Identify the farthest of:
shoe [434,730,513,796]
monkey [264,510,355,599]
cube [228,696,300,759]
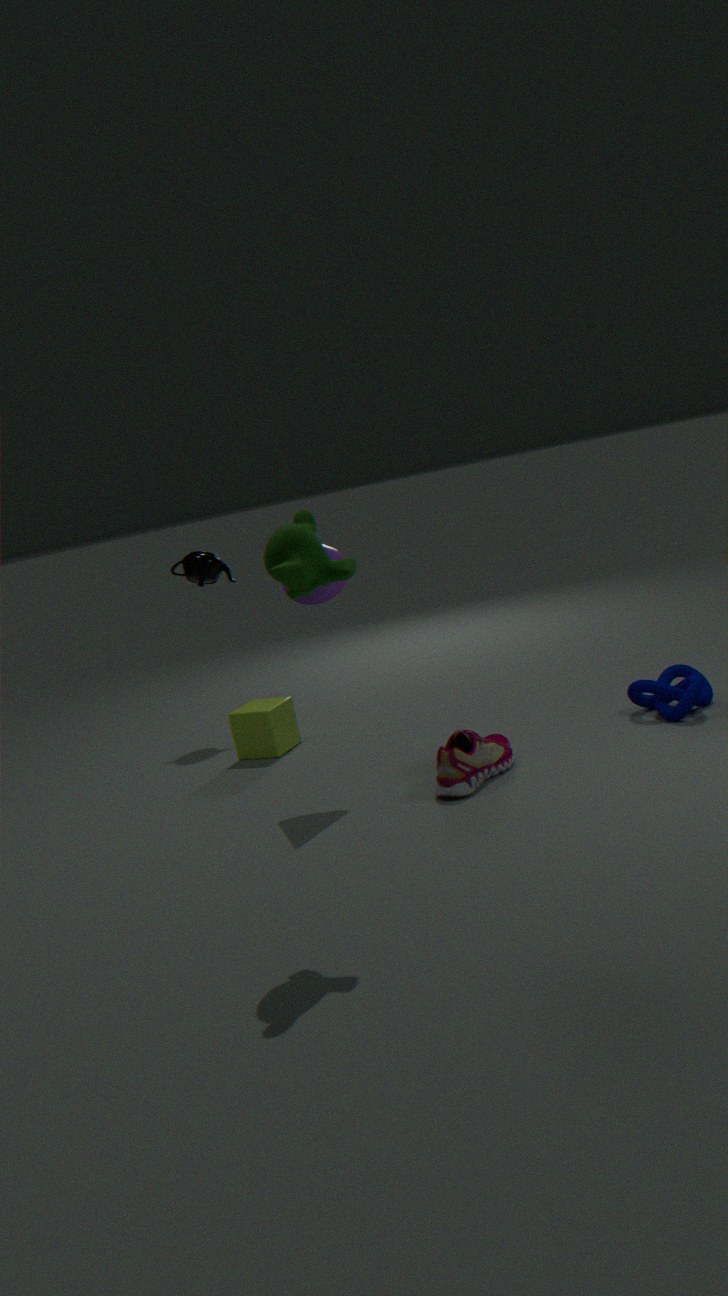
cube [228,696,300,759]
